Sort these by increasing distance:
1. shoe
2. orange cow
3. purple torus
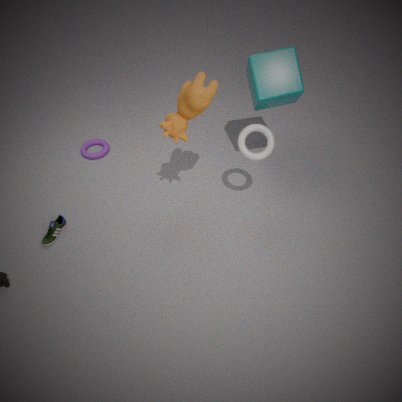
orange cow < shoe < purple torus
